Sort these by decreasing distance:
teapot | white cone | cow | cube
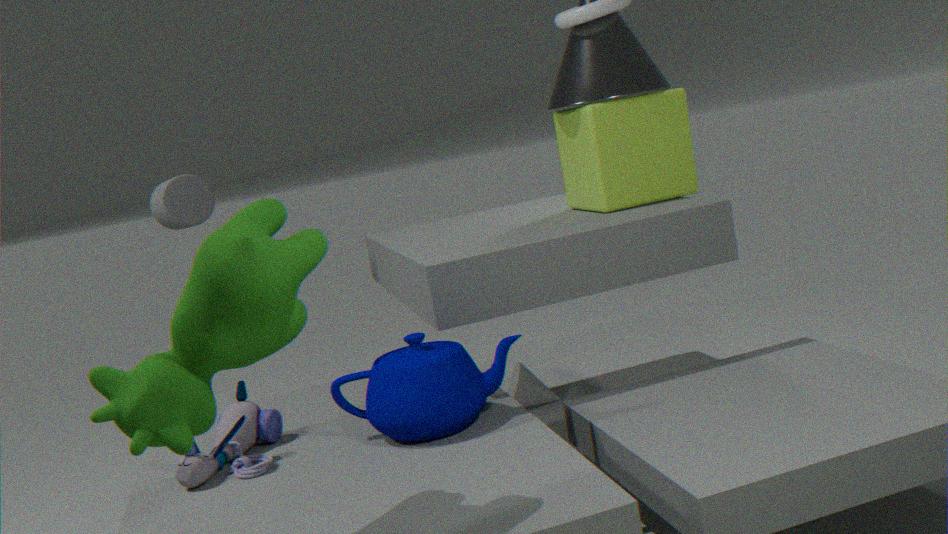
1. white cone
2. cube
3. teapot
4. cow
